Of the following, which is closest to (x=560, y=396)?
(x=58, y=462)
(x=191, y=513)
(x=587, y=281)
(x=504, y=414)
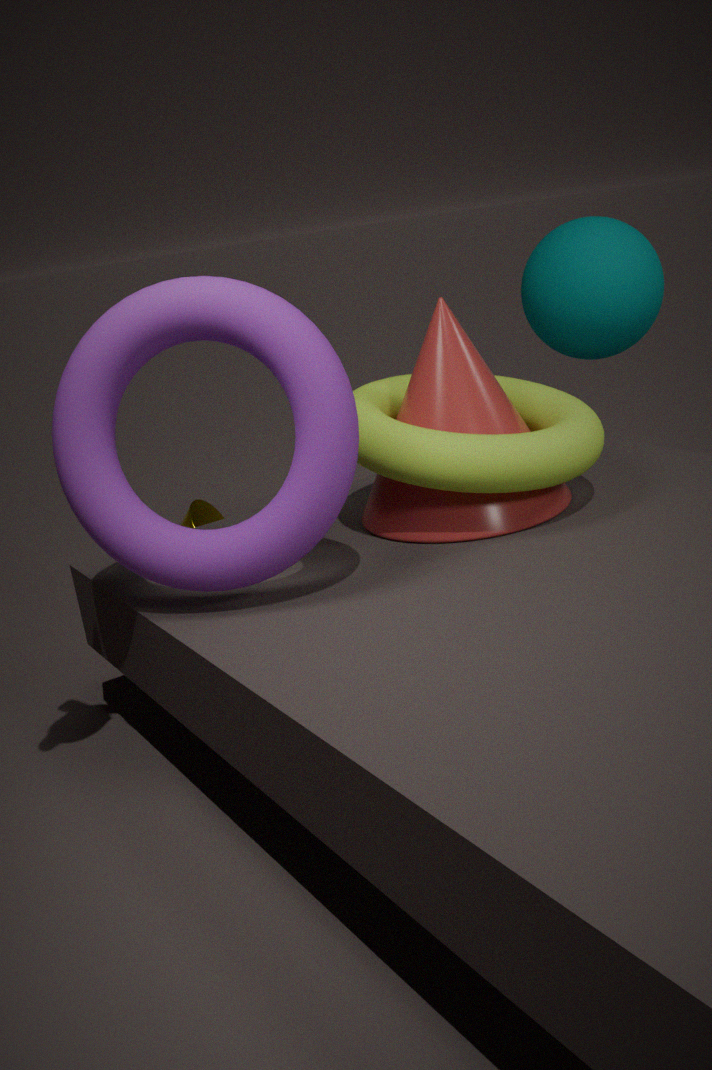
(x=504, y=414)
